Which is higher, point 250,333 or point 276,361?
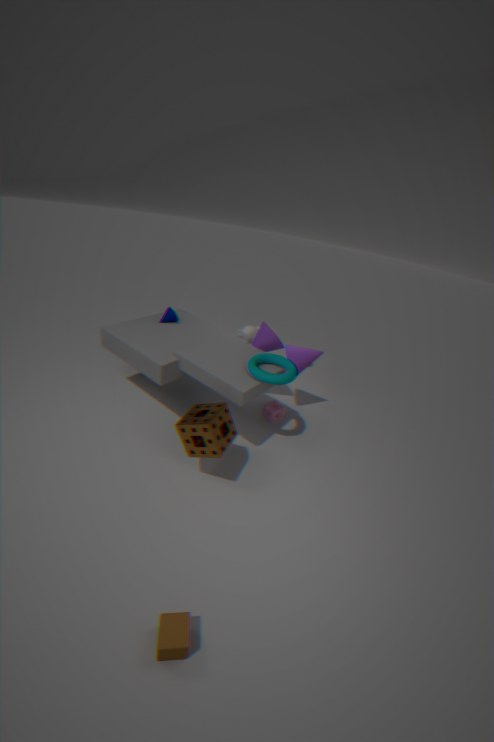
point 276,361
